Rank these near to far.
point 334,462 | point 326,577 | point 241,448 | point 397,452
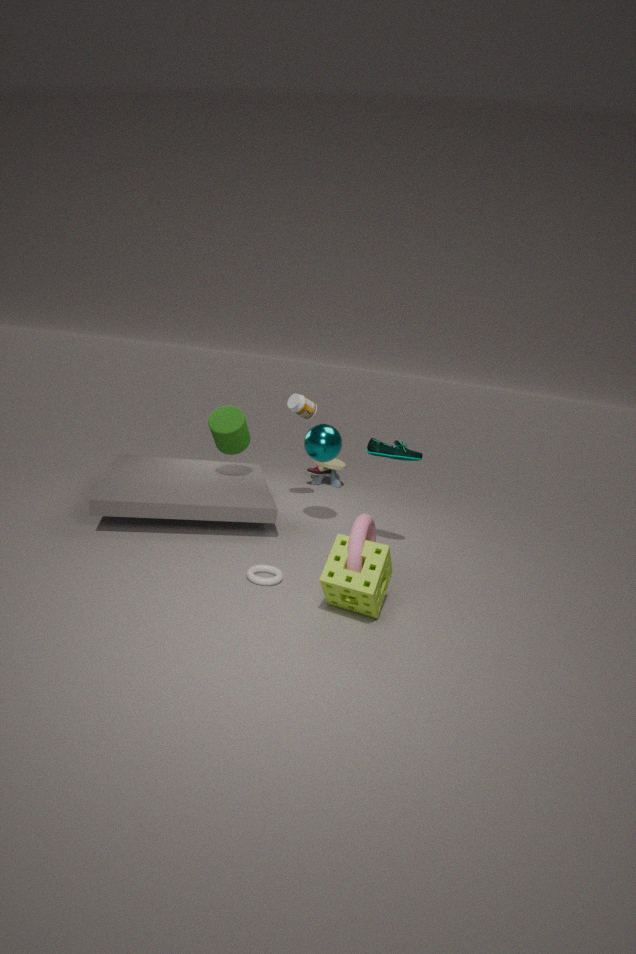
point 326,577
point 397,452
point 241,448
point 334,462
